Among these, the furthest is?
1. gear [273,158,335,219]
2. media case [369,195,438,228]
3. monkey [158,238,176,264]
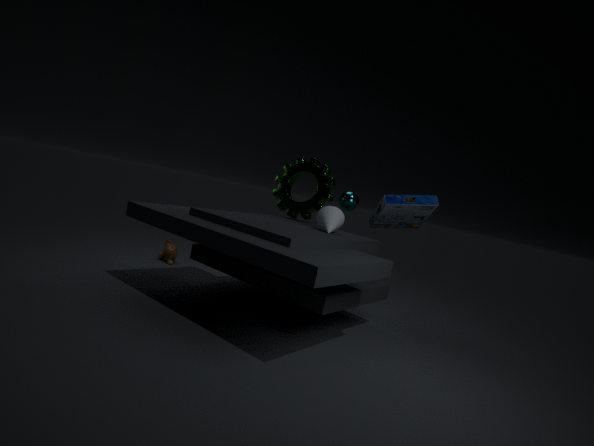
monkey [158,238,176,264]
